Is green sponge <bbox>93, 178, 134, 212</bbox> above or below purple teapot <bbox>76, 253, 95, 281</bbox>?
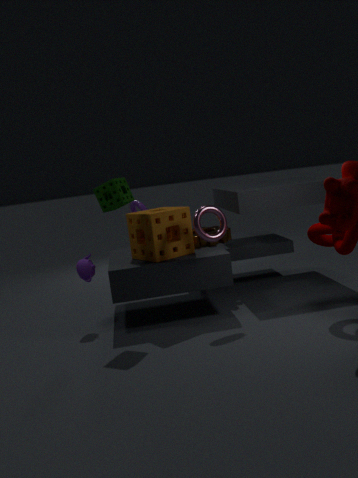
above
